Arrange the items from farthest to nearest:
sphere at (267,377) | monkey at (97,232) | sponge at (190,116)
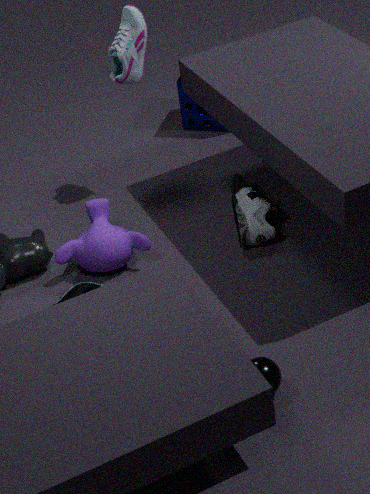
sponge at (190,116)
monkey at (97,232)
sphere at (267,377)
